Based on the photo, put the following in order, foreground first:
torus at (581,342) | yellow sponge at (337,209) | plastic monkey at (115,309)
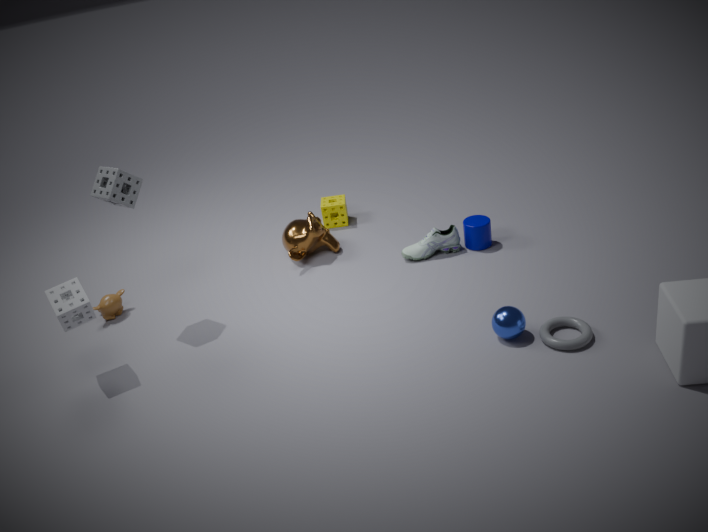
torus at (581,342) → plastic monkey at (115,309) → yellow sponge at (337,209)
